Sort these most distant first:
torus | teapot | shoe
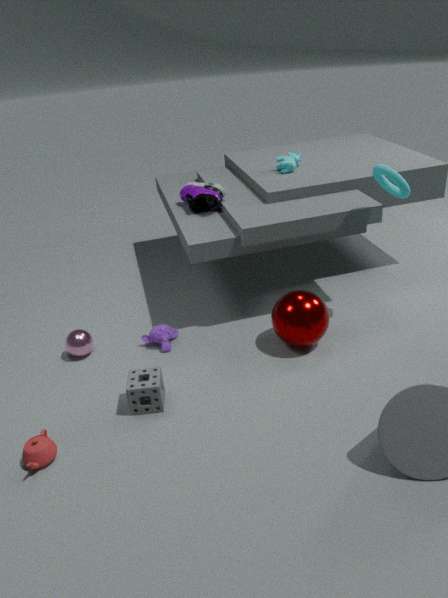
1. shoe
2. torus
3. teapot
